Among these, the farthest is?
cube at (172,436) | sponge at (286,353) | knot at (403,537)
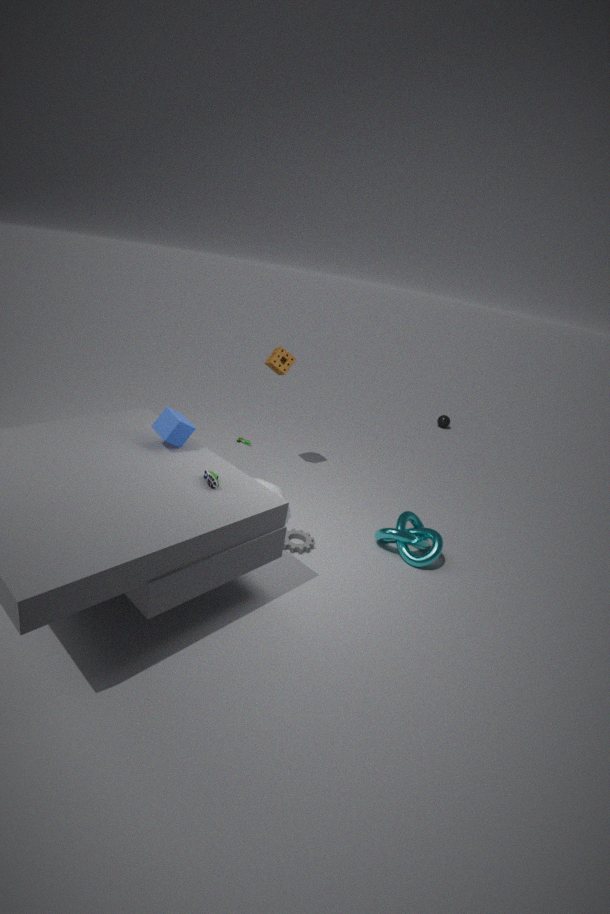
sponge at (286,353)
